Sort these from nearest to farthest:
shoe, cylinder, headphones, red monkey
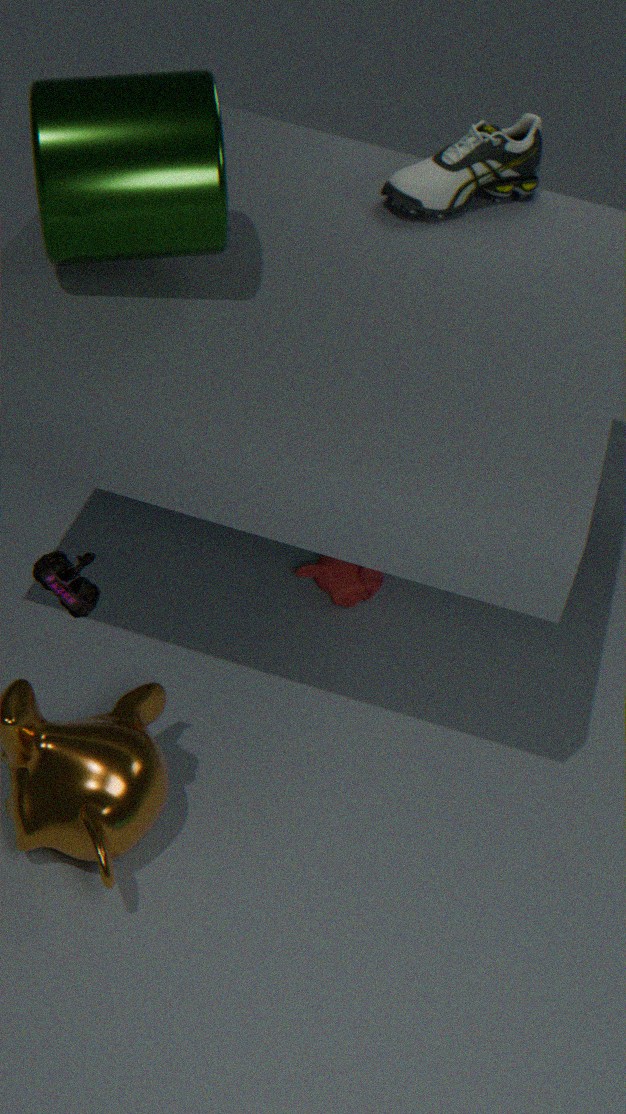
headphones → cylinder → shoe → red monkey
